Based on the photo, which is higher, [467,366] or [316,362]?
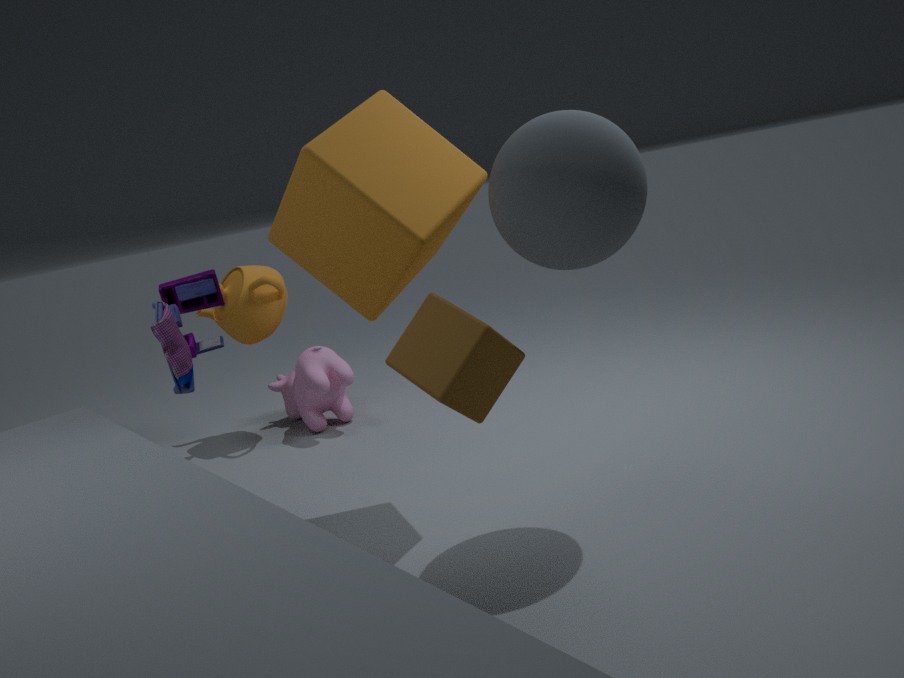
[467,366]
